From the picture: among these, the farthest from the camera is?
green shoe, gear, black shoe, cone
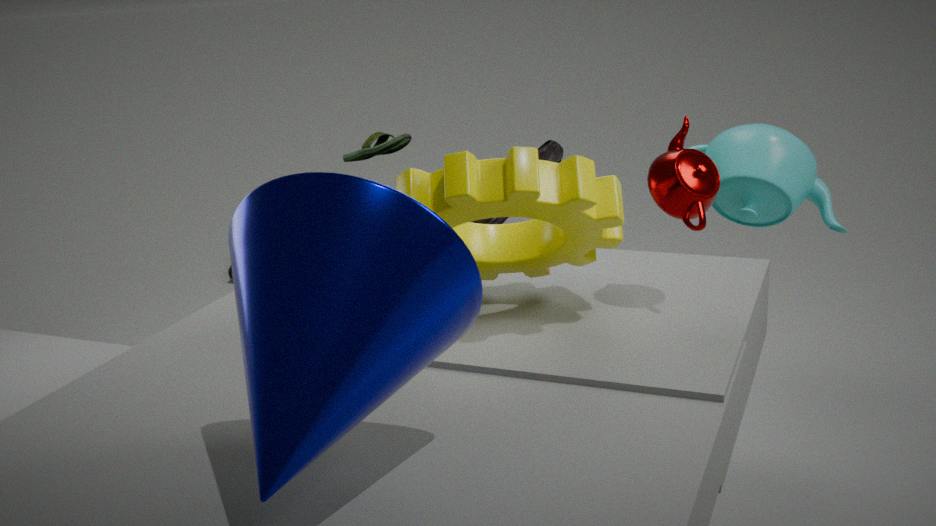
green shoe
